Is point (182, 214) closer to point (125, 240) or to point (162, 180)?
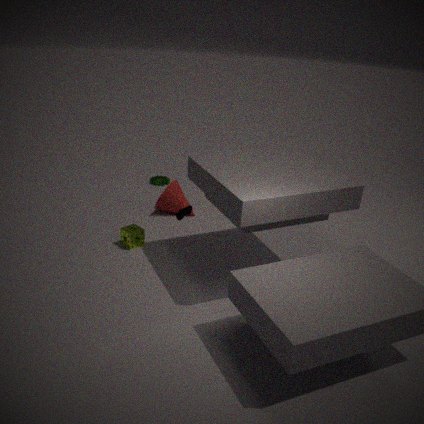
point (125, 240)
